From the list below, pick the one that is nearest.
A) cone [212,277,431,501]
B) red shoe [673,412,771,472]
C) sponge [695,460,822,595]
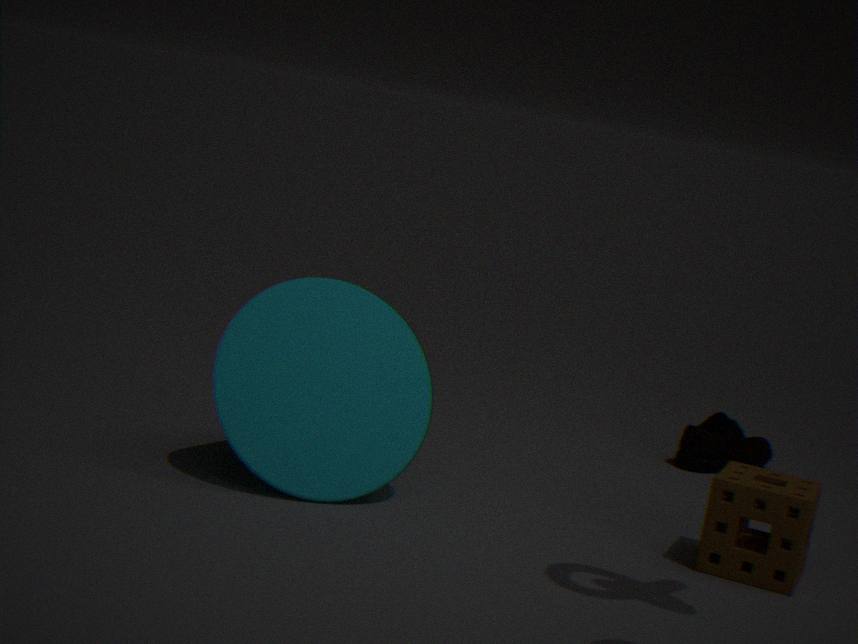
C. sponge [695,460,822,595]
